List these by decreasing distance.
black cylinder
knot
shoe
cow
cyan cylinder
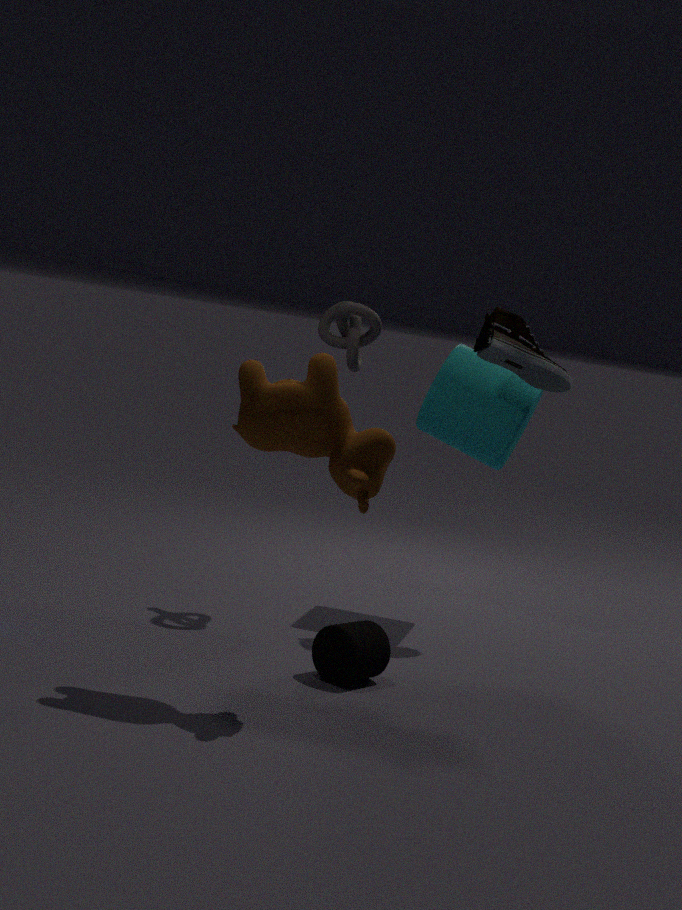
1. cyan cylinder
2. shoe
3. knot
4. black cylinder
5. cow
